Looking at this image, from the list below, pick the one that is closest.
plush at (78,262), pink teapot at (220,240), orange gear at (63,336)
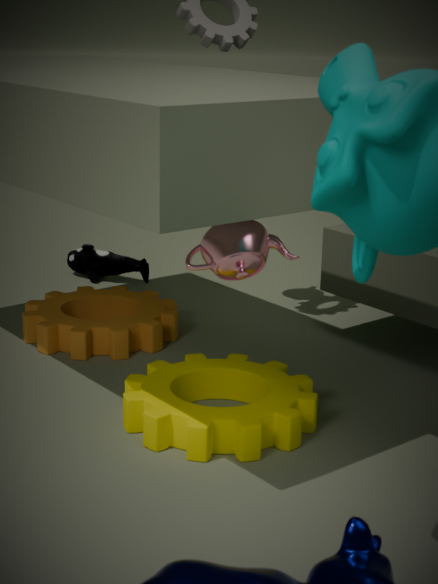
pink teapot at (220,240)
